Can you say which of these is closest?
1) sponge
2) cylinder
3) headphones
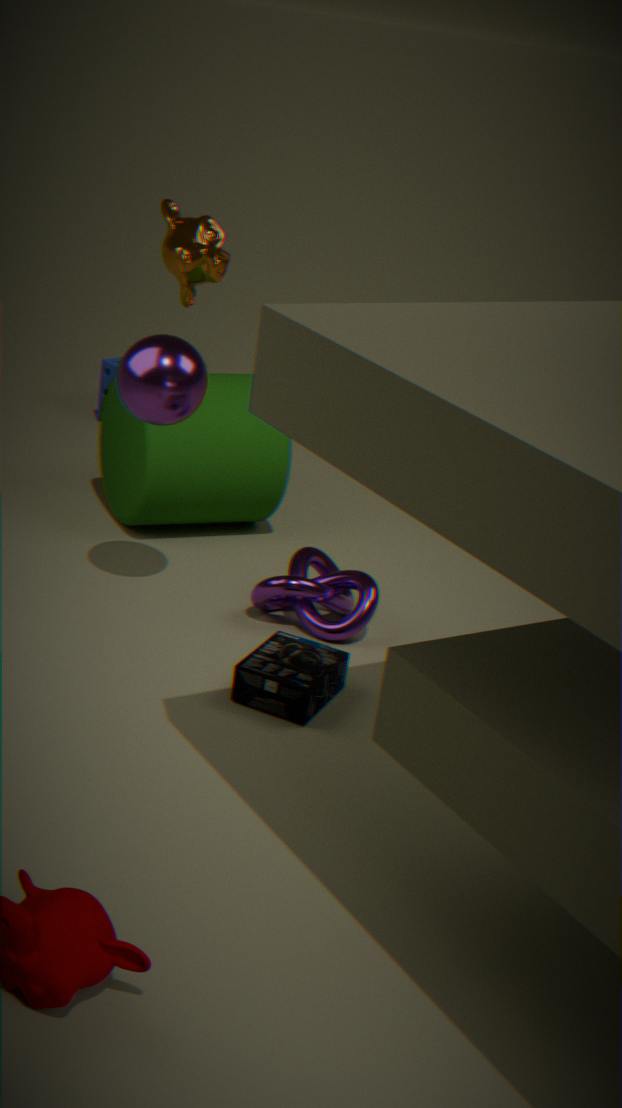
3. headphones
